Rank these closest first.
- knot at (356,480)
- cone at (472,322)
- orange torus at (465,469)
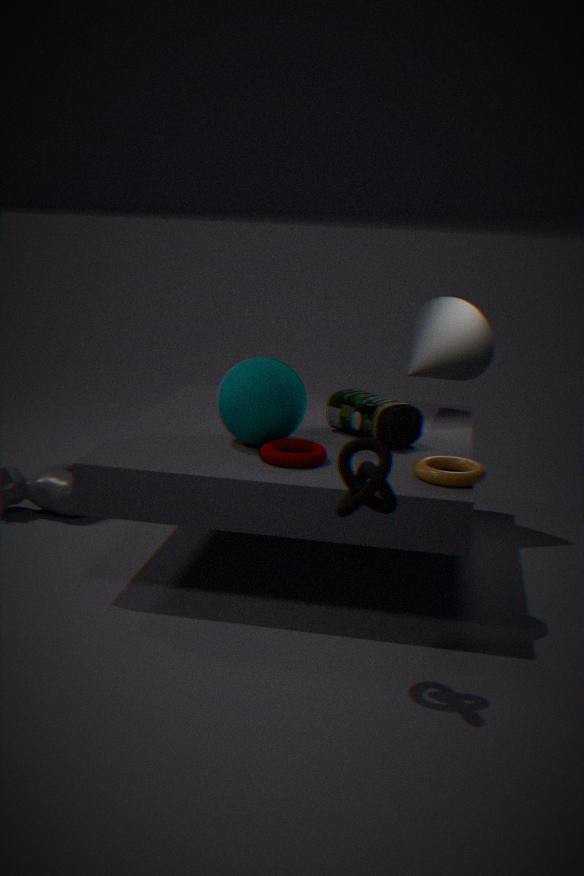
knot at (356,480)
orange torus at (465,469)
cone at (472,322)
